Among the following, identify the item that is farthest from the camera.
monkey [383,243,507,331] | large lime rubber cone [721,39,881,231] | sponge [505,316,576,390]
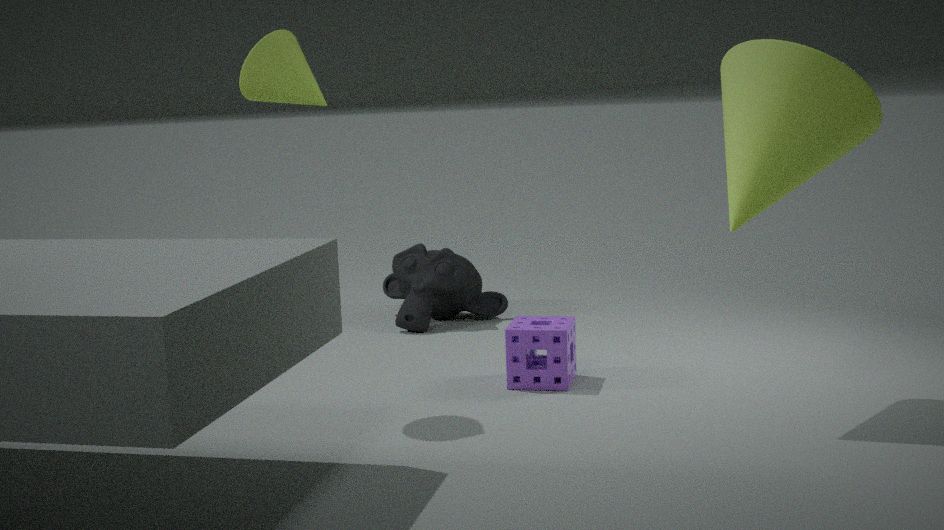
monkey [383,243,507,331]
